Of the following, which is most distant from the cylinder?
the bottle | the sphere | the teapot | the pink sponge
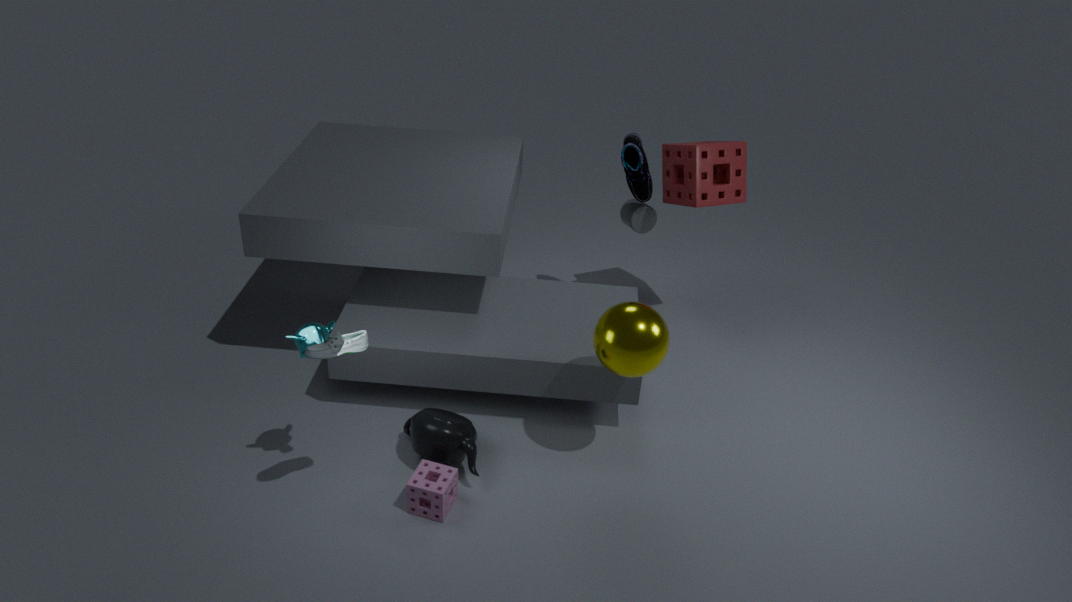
the bottle
